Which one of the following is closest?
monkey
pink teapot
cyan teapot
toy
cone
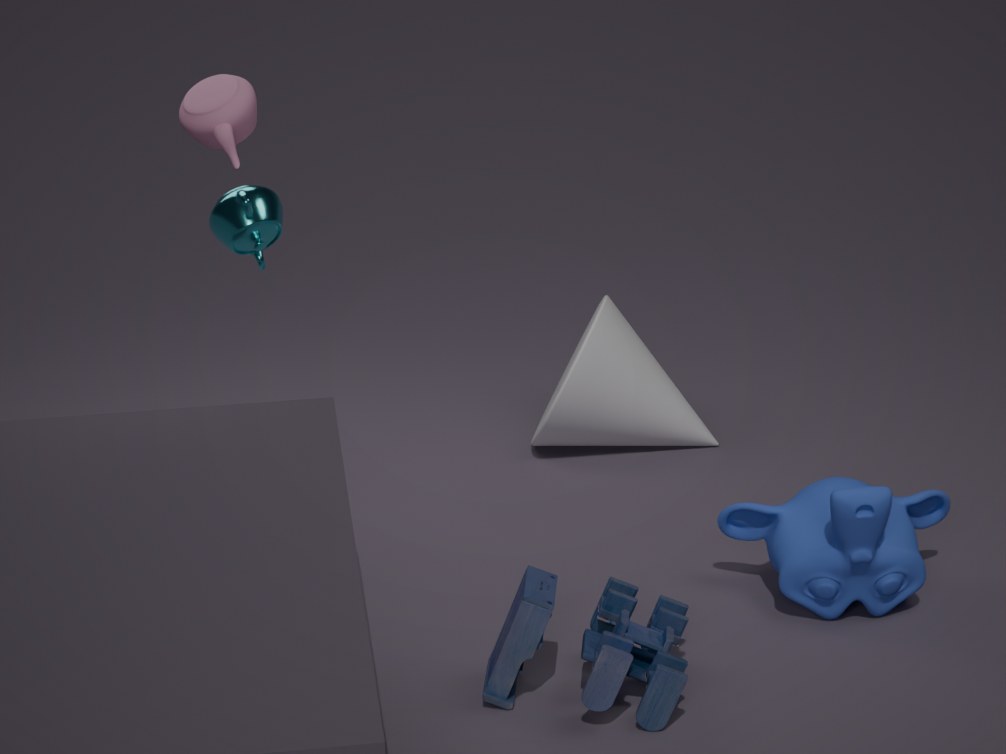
toy
